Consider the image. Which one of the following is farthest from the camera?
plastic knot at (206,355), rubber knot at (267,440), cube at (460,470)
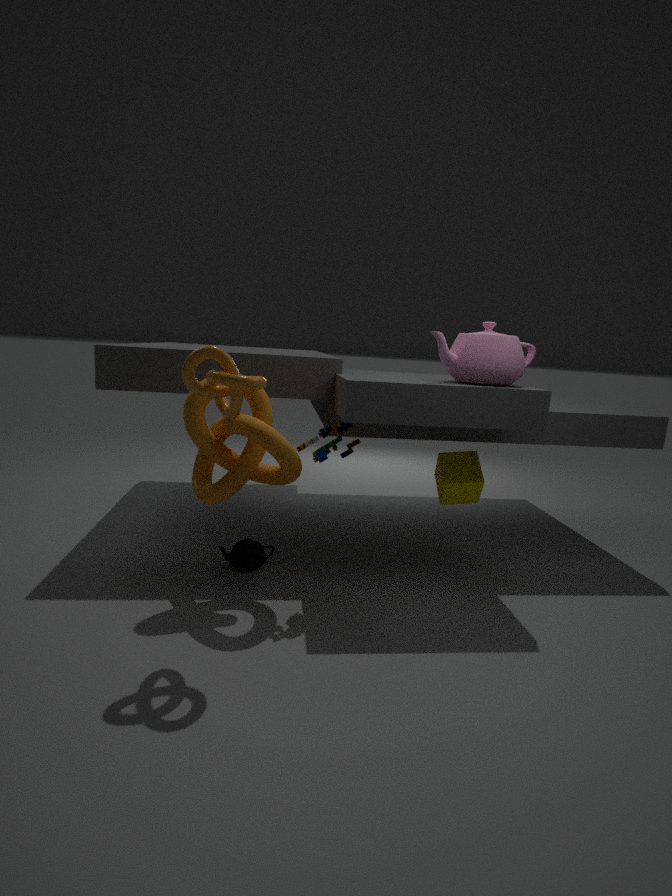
cube at (460,470)
